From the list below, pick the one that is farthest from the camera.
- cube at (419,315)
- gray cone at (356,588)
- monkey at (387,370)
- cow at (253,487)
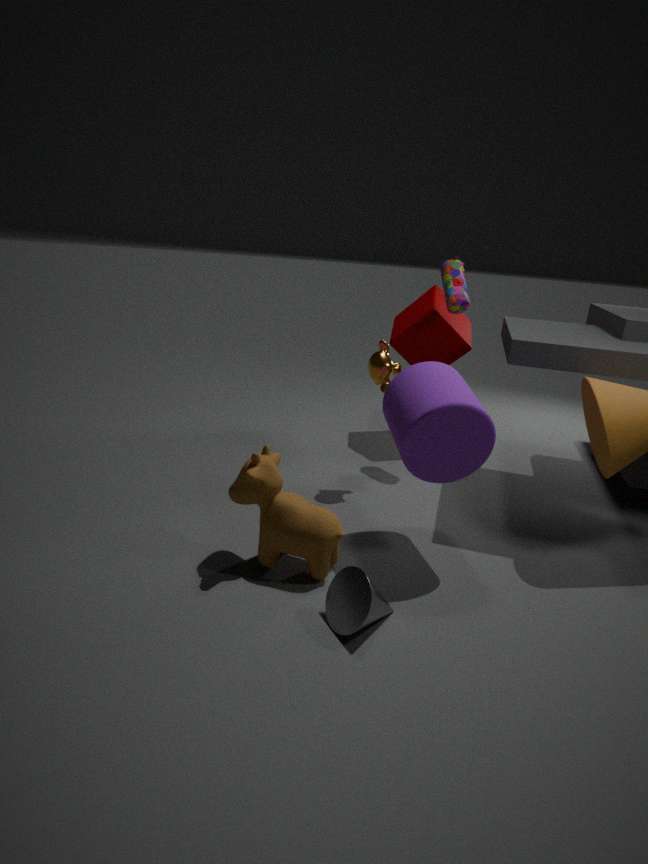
cube at (419,315)
